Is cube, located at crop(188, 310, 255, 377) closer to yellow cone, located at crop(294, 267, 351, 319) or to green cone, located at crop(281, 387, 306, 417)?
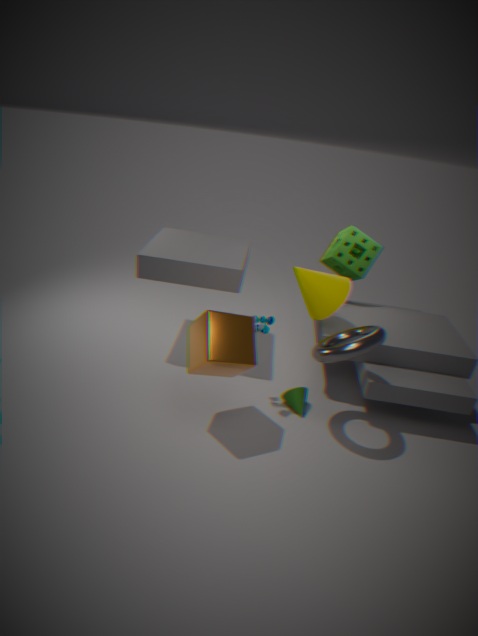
green cone, located at crop(281, 387, 306, 417)
